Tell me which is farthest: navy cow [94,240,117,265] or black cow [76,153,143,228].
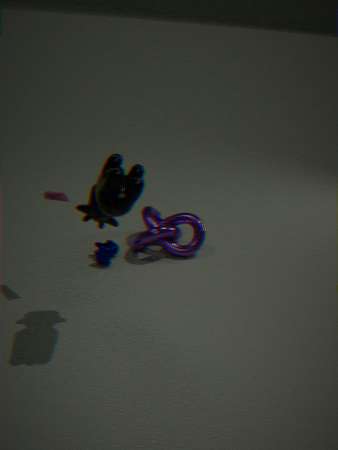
navy cow [94,240,117,265]
